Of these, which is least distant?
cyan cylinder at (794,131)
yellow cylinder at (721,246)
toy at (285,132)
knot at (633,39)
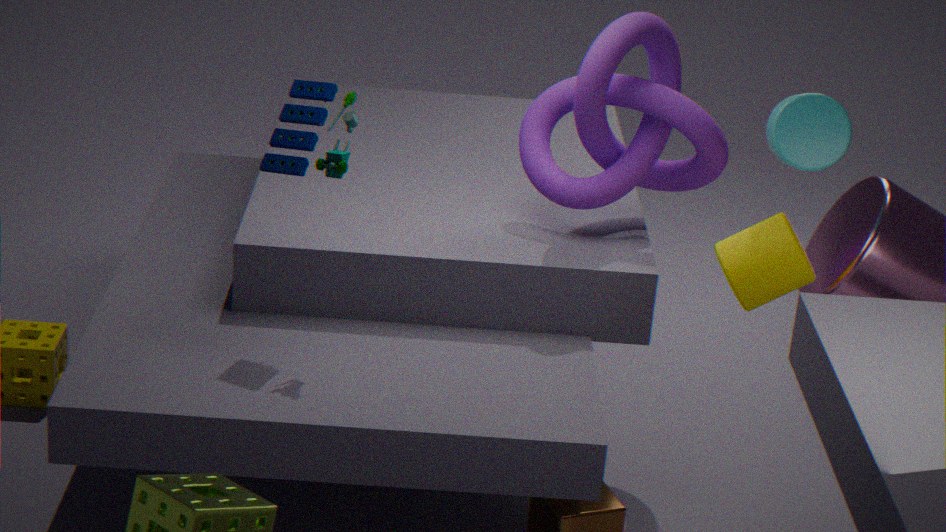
cyan cylinder at (794,131)
